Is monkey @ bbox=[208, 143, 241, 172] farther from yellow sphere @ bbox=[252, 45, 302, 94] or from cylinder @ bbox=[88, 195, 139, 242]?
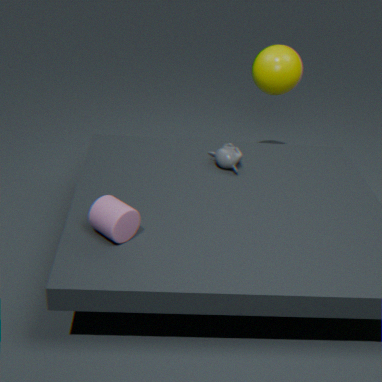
cylinder @ bbox=[88, 195, 139, 242]
